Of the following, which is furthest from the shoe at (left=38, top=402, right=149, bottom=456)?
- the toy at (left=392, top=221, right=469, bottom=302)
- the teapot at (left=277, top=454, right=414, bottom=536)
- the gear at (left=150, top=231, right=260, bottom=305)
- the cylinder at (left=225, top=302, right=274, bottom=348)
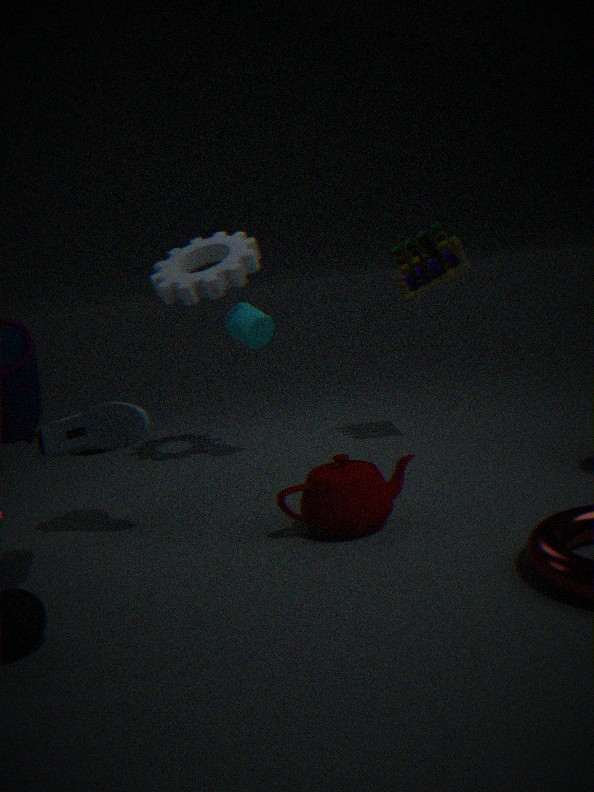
the toy at (left=392, top=221, right=469, bottom=302)
